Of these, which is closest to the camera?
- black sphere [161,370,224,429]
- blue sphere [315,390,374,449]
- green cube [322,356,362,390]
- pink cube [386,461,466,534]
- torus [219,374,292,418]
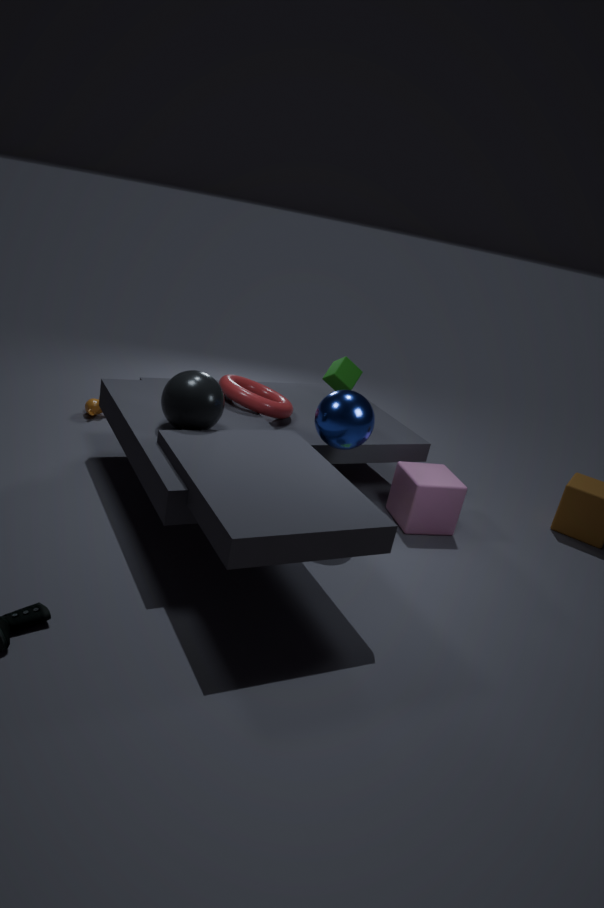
black sphere [161,370,224,429]
